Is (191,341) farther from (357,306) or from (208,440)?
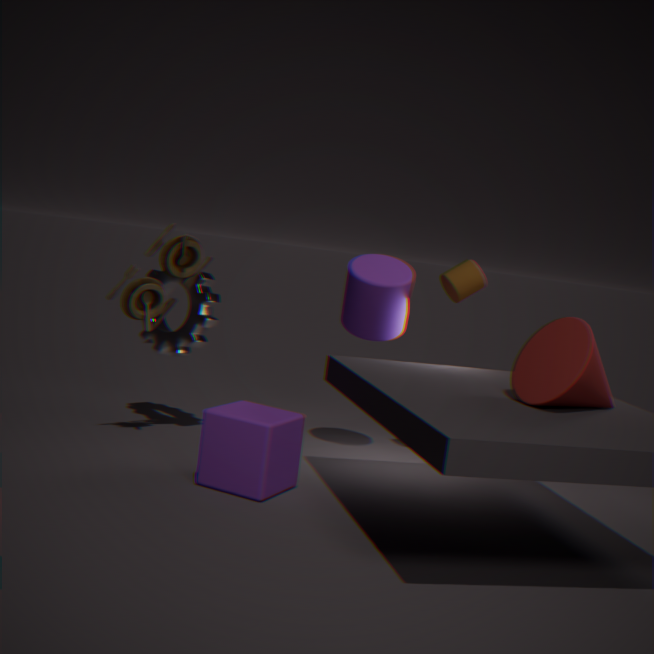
(208,440)
